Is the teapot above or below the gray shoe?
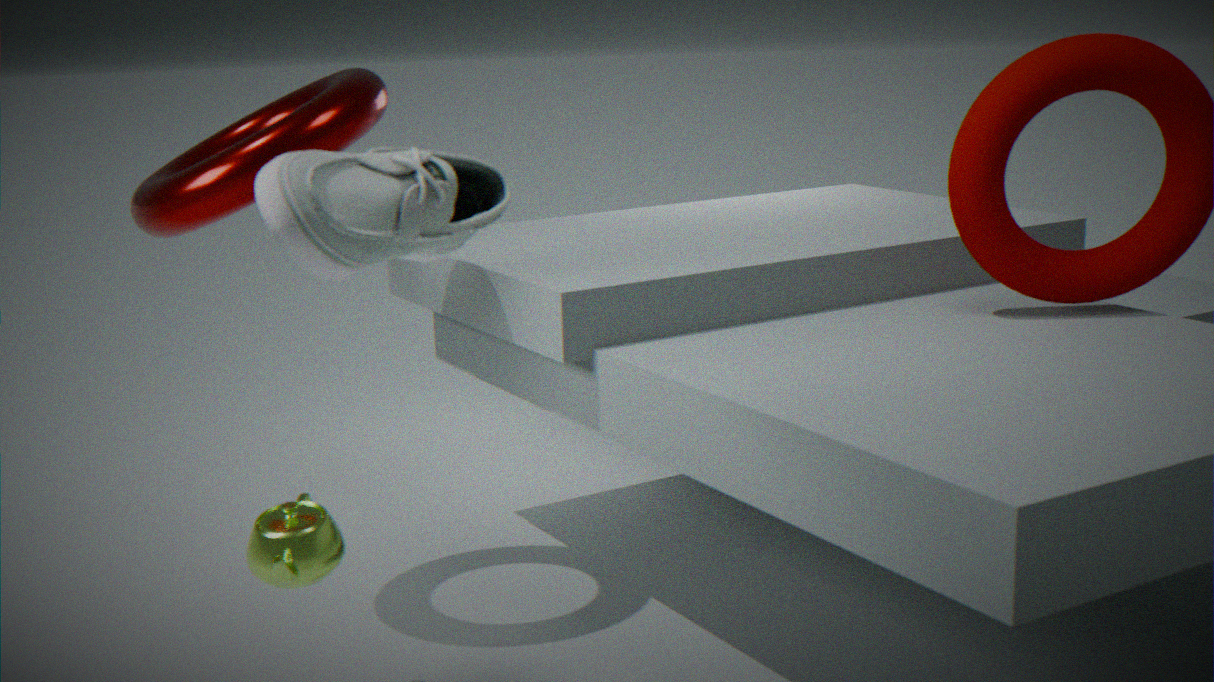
below
